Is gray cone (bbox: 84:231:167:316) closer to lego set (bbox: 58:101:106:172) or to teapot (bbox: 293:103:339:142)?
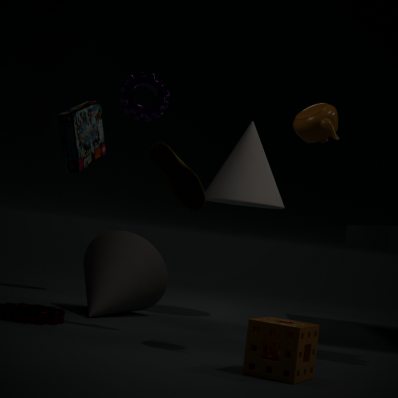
lego set (bbox: 58:101:106:172)
